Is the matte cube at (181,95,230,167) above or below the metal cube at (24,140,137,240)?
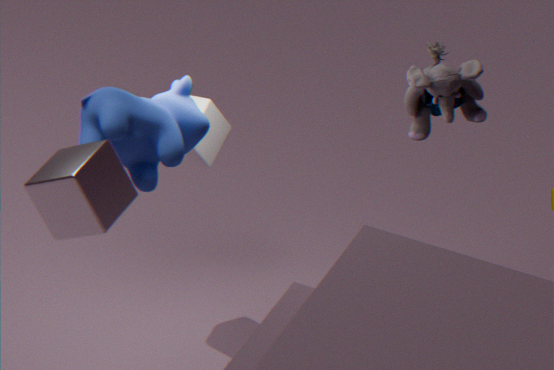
below
